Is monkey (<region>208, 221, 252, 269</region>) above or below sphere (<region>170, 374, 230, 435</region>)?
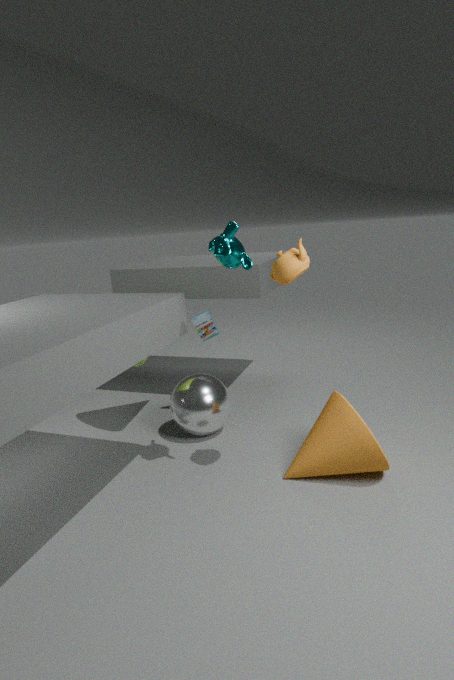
above
